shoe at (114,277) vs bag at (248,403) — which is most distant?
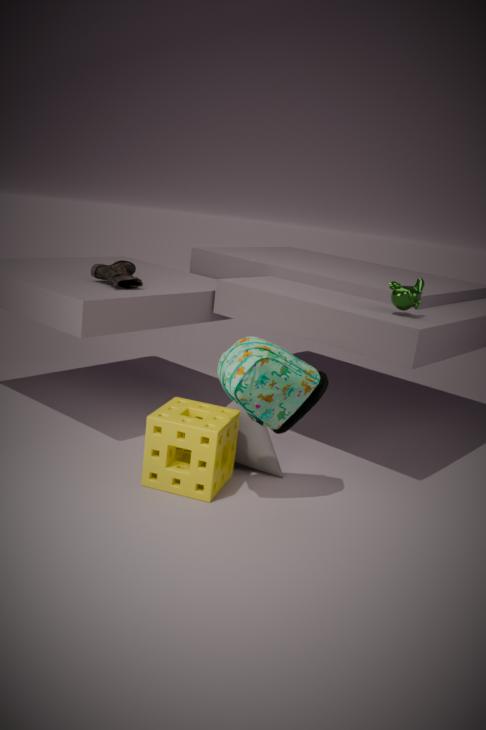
shoe at (114,277)
